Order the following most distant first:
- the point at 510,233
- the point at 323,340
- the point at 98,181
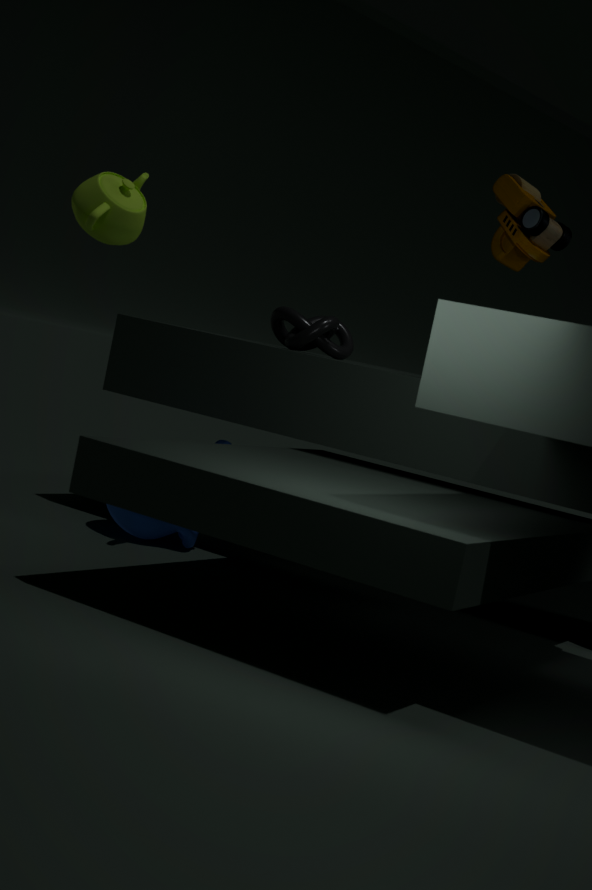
1. the point at 323,340
2. the point at 510,233
3. the point at 98,181
